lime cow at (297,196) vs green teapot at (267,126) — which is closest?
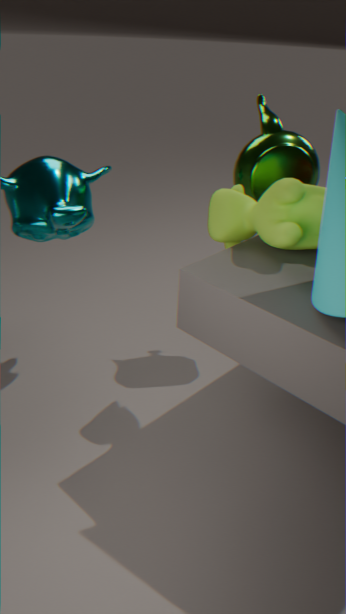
lime cow at (297,196)
